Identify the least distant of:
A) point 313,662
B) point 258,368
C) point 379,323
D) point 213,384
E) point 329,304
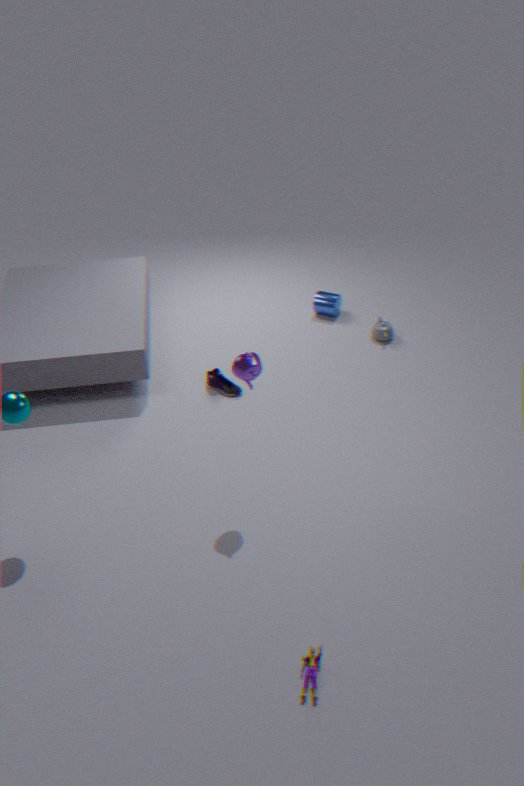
point 313,662
